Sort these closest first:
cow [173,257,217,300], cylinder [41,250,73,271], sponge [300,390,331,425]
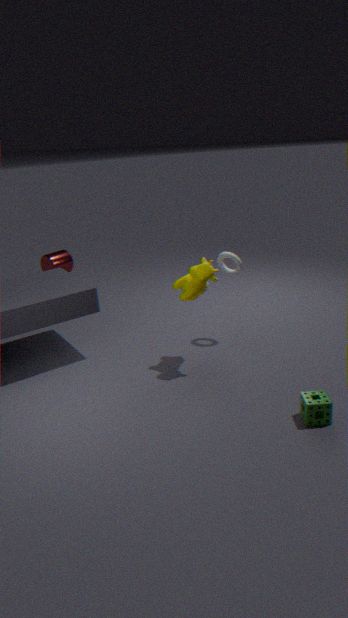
1. sponge [300,390,331,425]
2. cow [173,257,217,300]
3. cylinder [41,250,73,271]
